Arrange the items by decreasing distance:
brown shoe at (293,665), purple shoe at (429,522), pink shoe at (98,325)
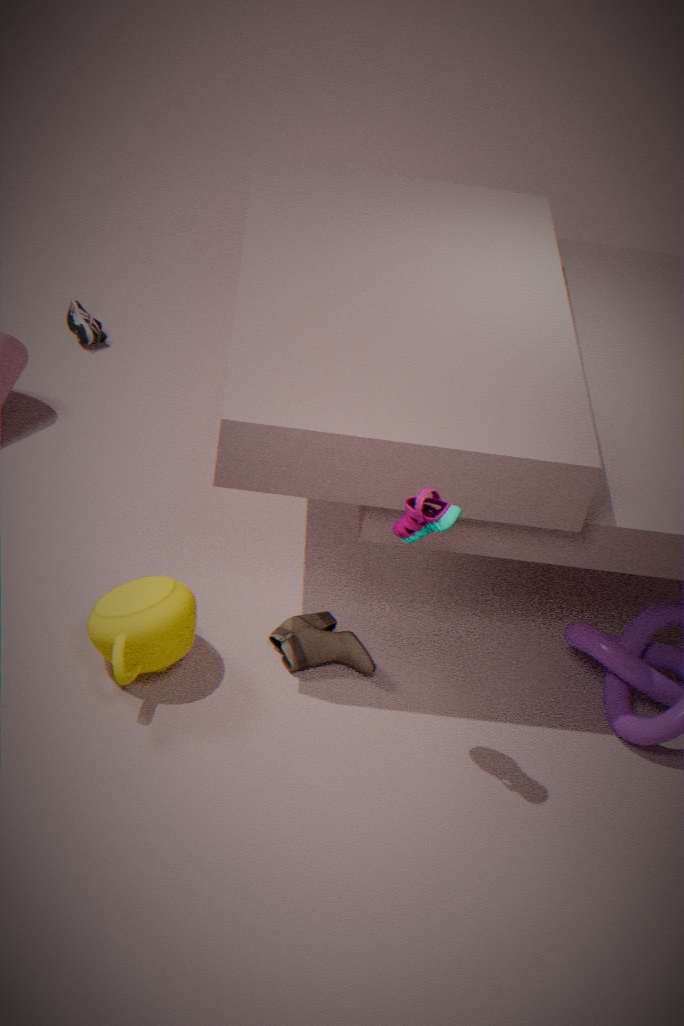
pink shoe at (98,325) < brown shoe at (293,665) < purple shoe at (429,522)
